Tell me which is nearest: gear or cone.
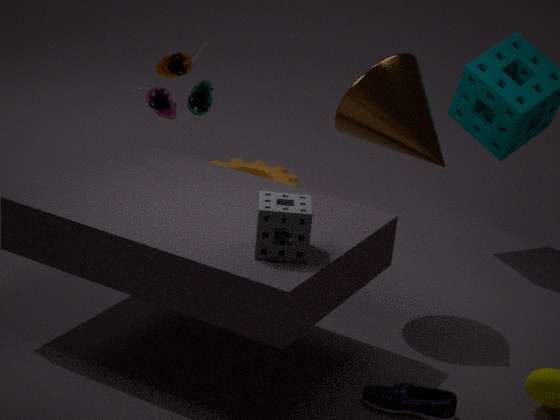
cone
